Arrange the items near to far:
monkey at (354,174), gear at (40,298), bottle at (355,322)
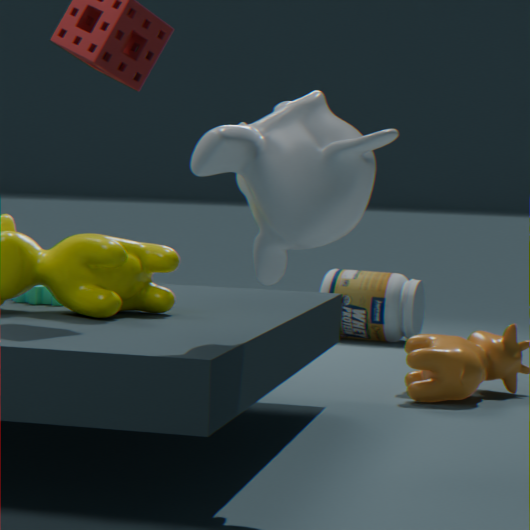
monkey at (354,174), gear at (40,298), bottle at (355,322)
